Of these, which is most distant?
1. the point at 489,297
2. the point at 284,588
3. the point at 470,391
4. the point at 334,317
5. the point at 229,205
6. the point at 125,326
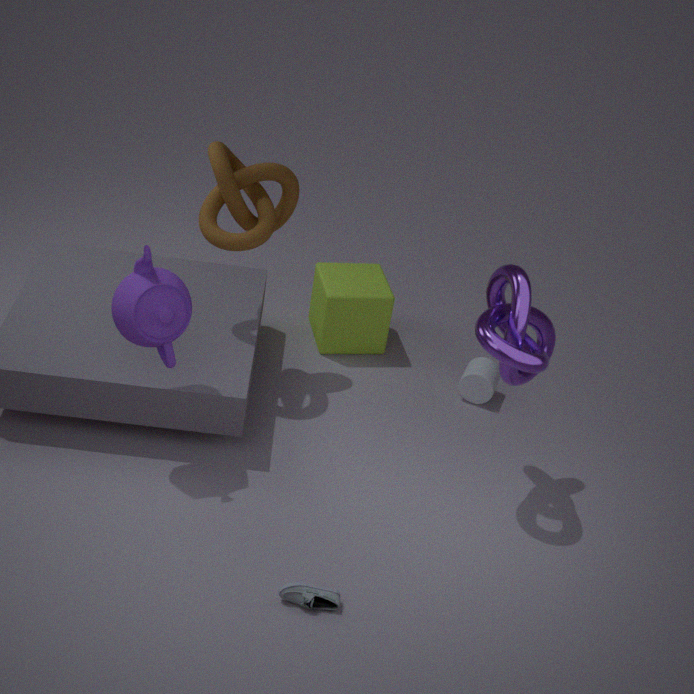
the point at 334,317
